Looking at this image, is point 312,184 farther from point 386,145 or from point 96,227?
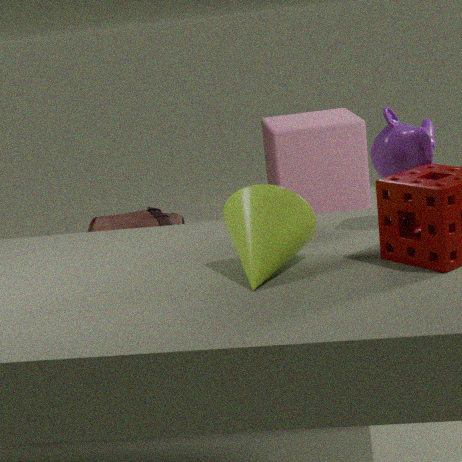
point 386,145
